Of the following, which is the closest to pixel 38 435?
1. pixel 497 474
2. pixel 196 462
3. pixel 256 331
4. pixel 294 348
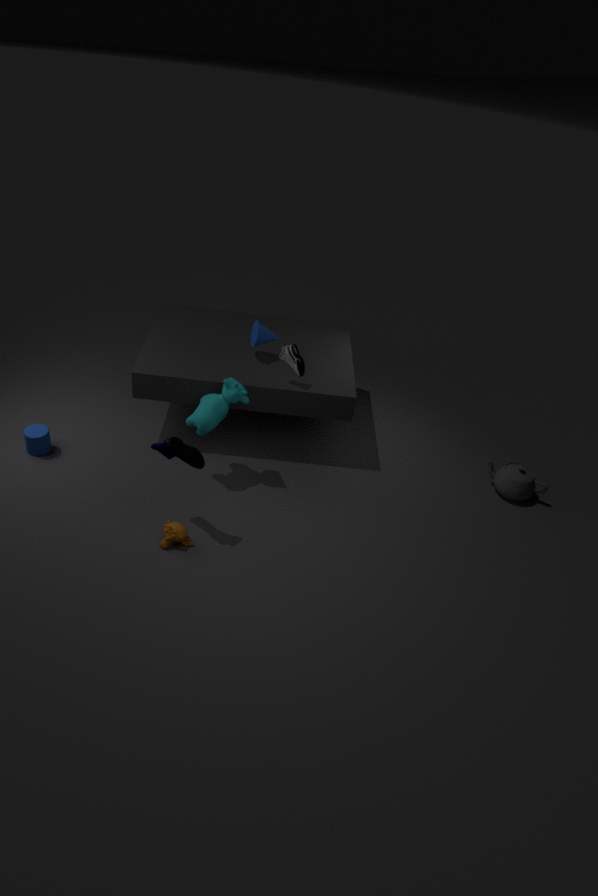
pixel 196 462
